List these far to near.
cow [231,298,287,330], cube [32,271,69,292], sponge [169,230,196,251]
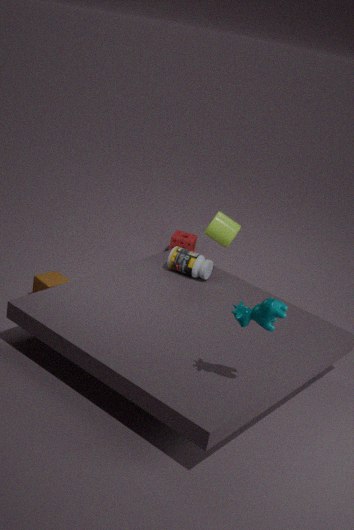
sponge [169,230,196,251] → cube [32,271,69,292] → cow [231,298,287,330]
